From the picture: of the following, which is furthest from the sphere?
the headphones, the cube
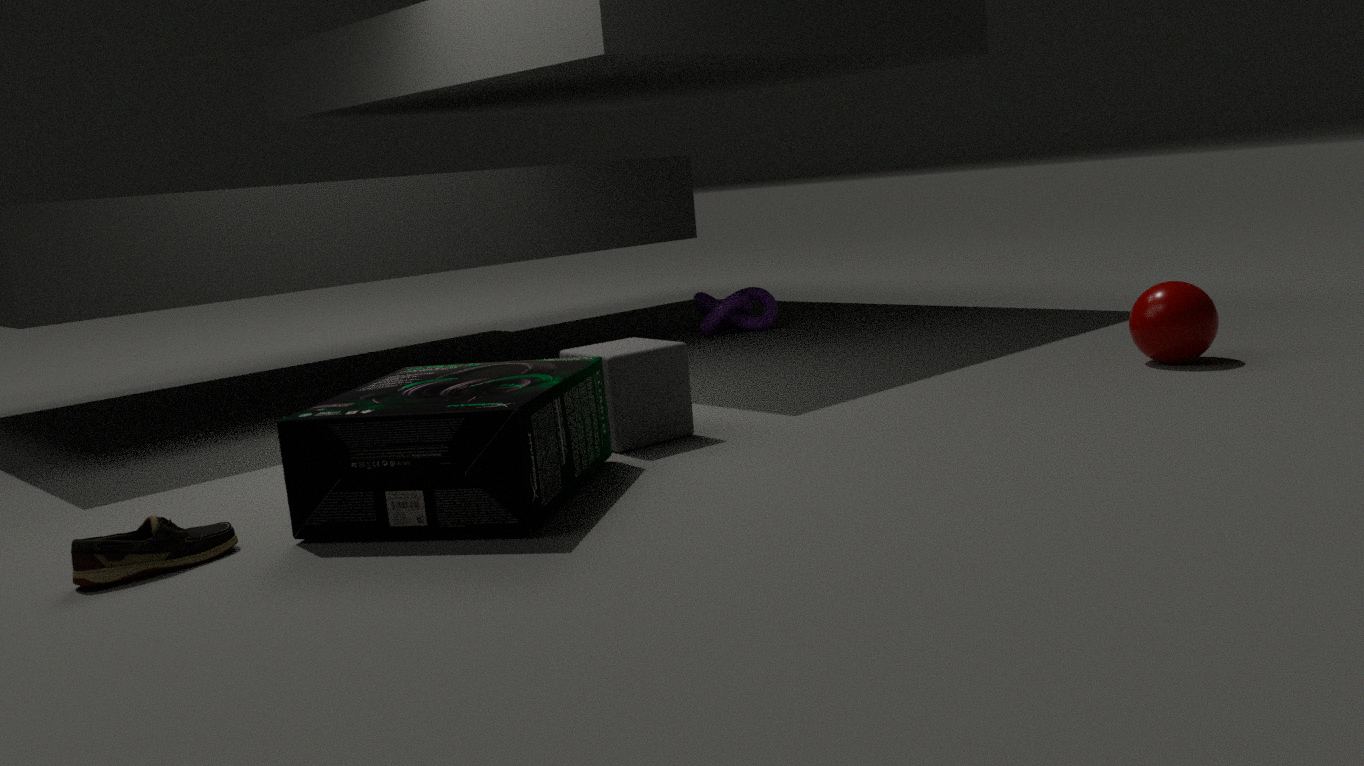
the headphones
